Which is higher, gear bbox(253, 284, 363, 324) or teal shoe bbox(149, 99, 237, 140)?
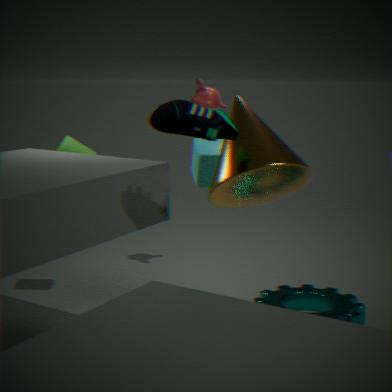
teal shoe bbox(149, 99, 237, 140)
